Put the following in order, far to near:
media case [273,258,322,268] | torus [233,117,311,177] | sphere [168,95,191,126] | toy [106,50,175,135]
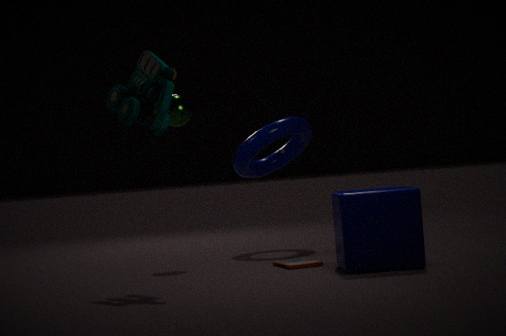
1. torus [233,117,311,177]
2. sphere [168,95,191,126]
3. media case [273,258,322,268]
4. toy [106,50,175,135]
